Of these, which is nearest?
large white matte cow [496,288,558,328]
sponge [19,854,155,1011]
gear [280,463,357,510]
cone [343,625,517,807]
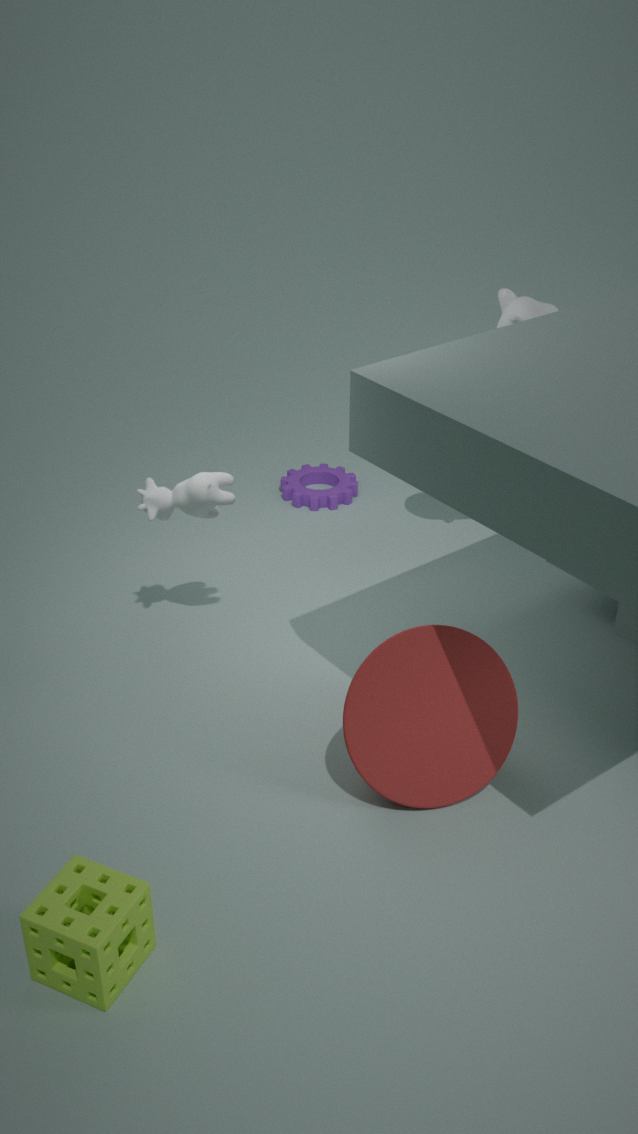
sponge [19,854,155,1011]
